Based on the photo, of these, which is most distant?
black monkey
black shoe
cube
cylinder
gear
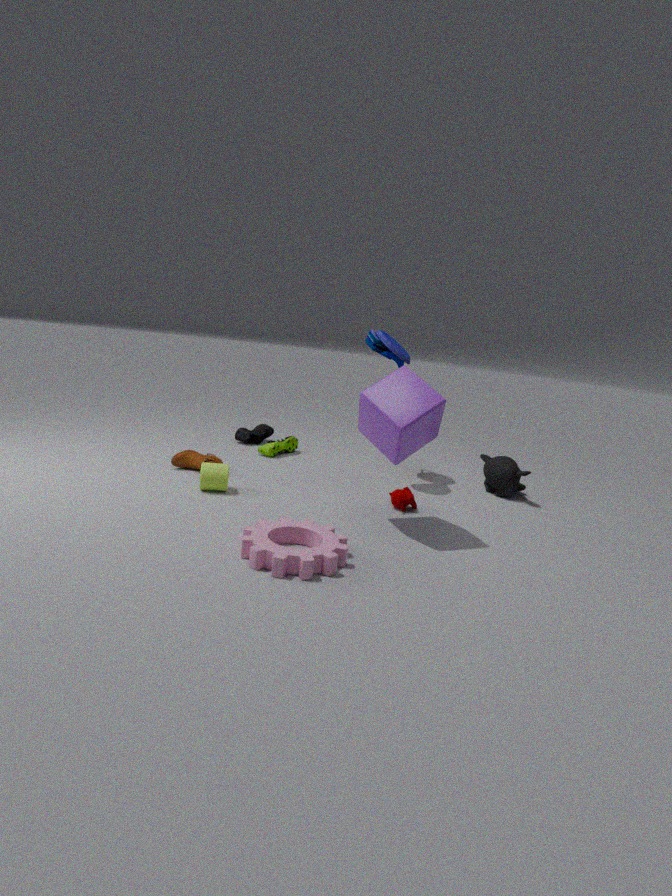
black shoe
